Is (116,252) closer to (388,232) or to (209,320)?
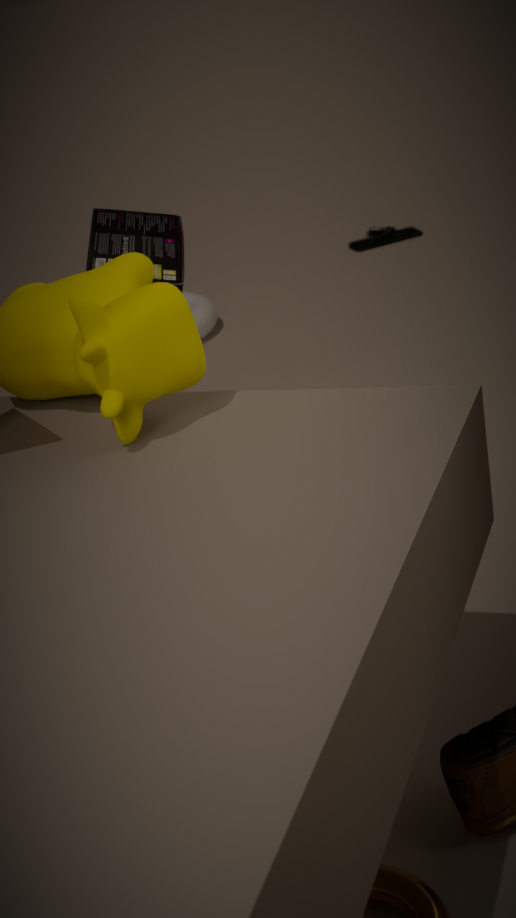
(209,320)
